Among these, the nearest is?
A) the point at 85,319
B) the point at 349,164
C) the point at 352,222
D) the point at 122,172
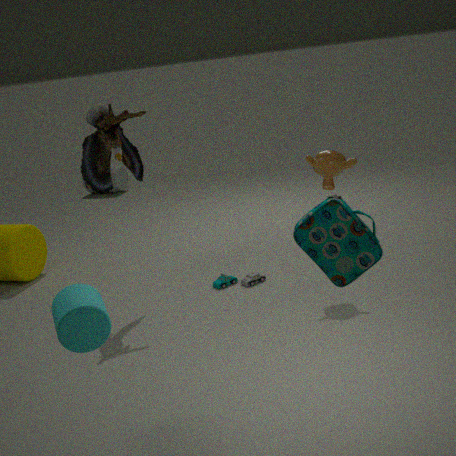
the point at 352,222
